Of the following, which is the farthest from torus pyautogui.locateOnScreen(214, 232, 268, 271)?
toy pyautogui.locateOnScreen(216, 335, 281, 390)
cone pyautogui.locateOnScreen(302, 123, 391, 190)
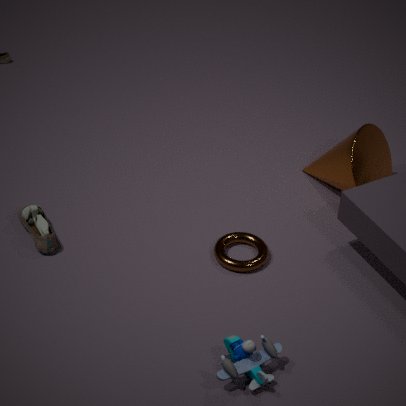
cone pyautogui.locateOnScreen(302, 123, 391, 190)
